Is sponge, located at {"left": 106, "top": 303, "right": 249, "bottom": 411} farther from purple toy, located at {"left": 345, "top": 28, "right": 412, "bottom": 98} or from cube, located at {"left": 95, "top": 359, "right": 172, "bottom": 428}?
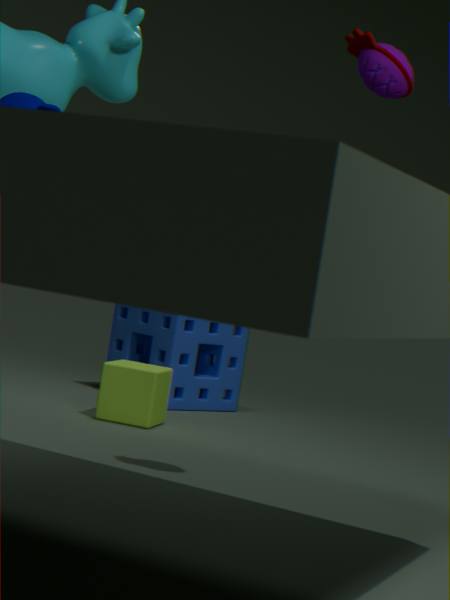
purple toy, located at {"left": 345, "top": 28, "right": 412, "bottom": 98}
